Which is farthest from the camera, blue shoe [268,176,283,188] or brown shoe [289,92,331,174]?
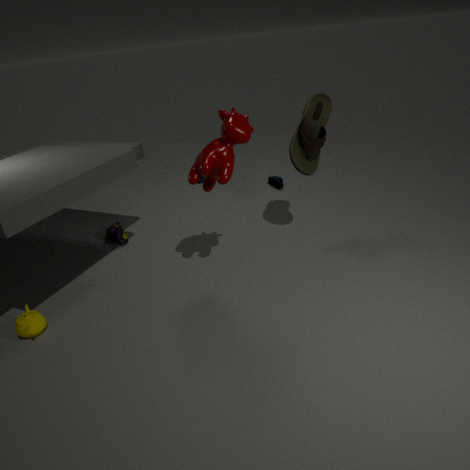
blue shoe [268,176,283,188]
